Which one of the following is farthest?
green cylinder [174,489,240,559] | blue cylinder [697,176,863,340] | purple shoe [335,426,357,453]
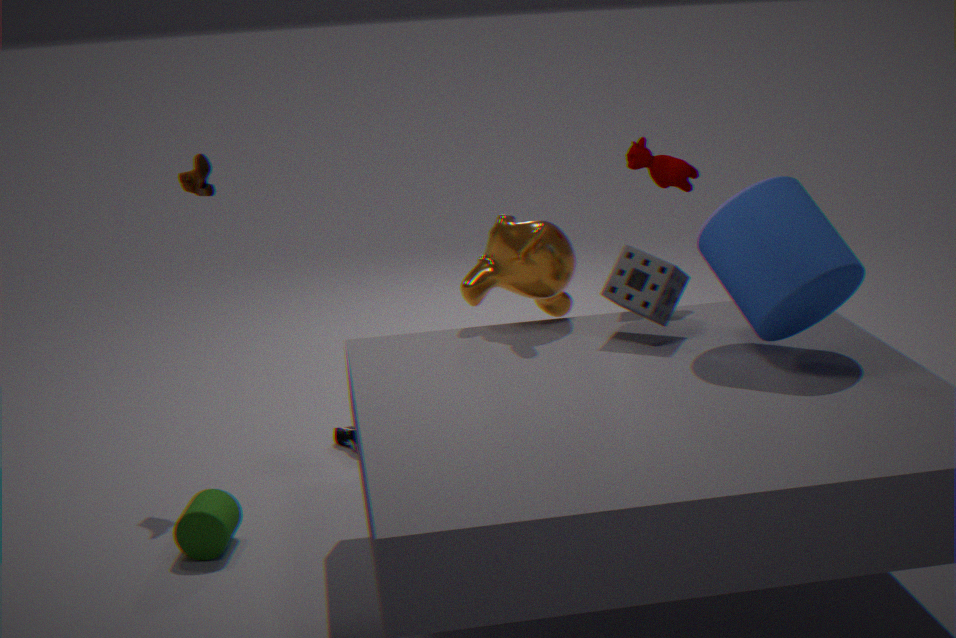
purple shoe [335,426,357,453]
